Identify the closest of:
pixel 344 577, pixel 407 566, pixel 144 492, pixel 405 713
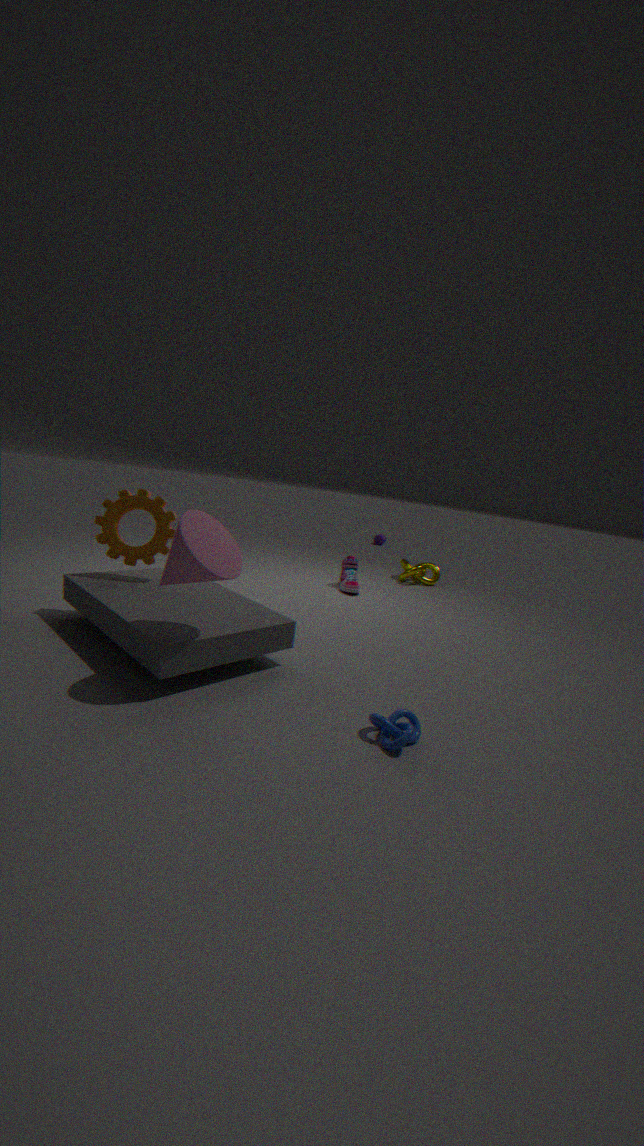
pixel 405 713
